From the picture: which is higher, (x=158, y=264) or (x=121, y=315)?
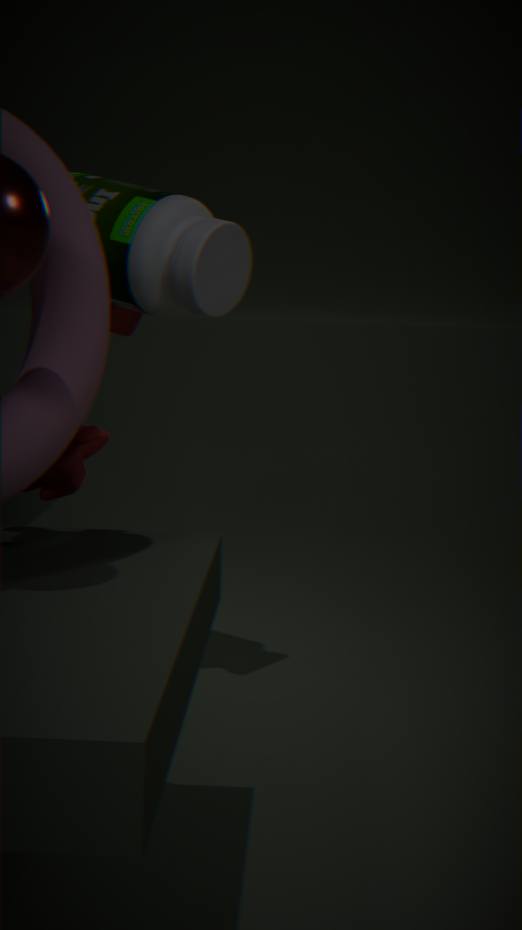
(x=158, y=264)
